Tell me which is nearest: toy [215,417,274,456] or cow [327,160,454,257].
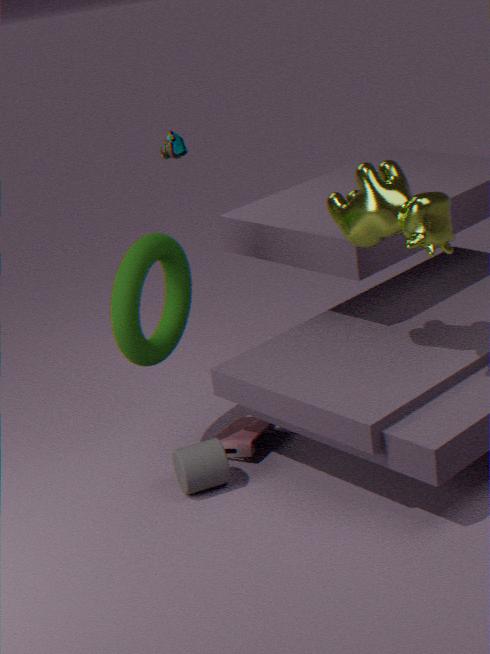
cow [327,160,454,257]
